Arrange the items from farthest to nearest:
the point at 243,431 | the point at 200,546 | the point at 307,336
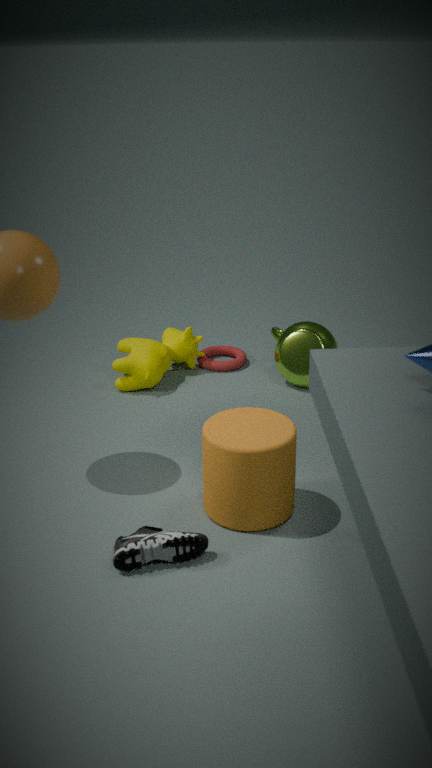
the point at 307,336
the point at 243,431
the point at 200,546
